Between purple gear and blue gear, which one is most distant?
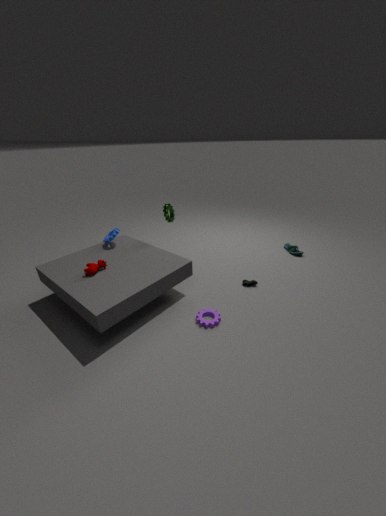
blue gear
